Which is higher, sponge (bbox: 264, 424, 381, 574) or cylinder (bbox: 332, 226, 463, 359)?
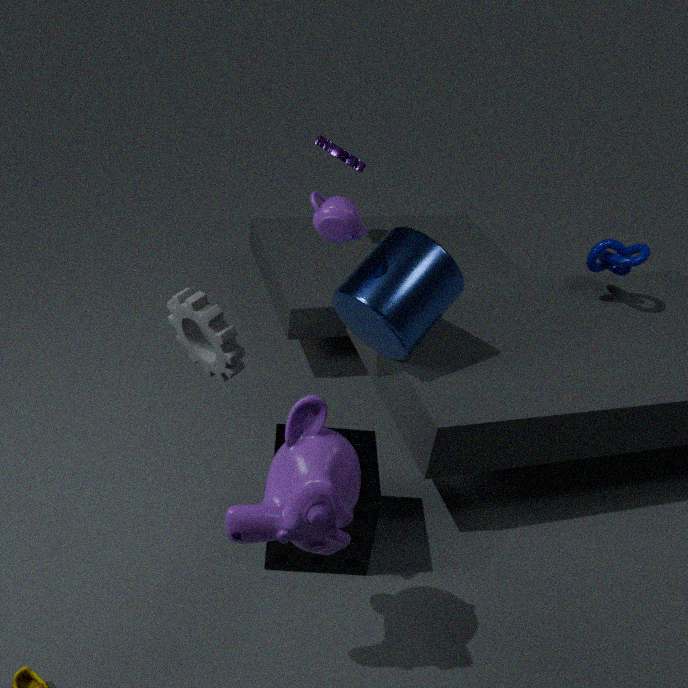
cylinder (bbox: 332, 226, 463, 359)
